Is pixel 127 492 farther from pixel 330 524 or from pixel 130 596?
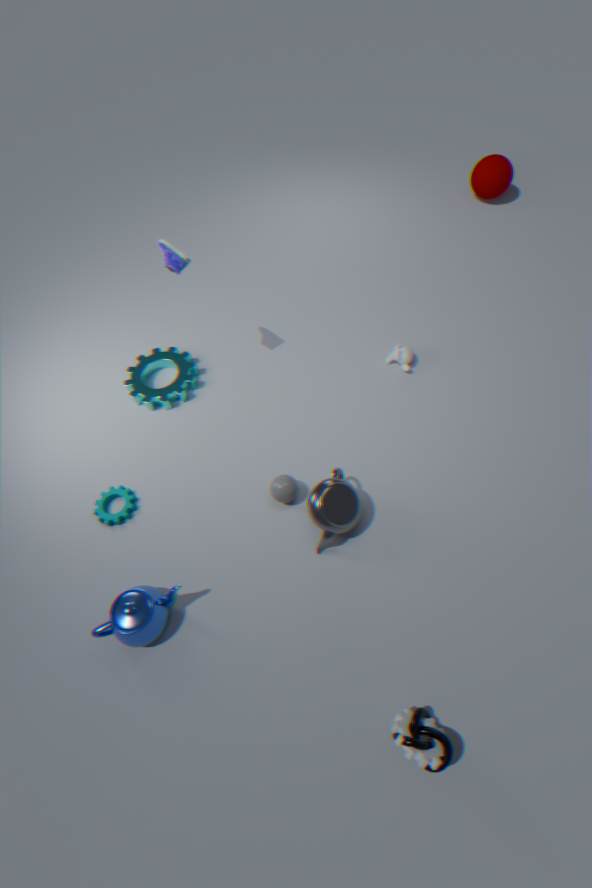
pixel 330 524
